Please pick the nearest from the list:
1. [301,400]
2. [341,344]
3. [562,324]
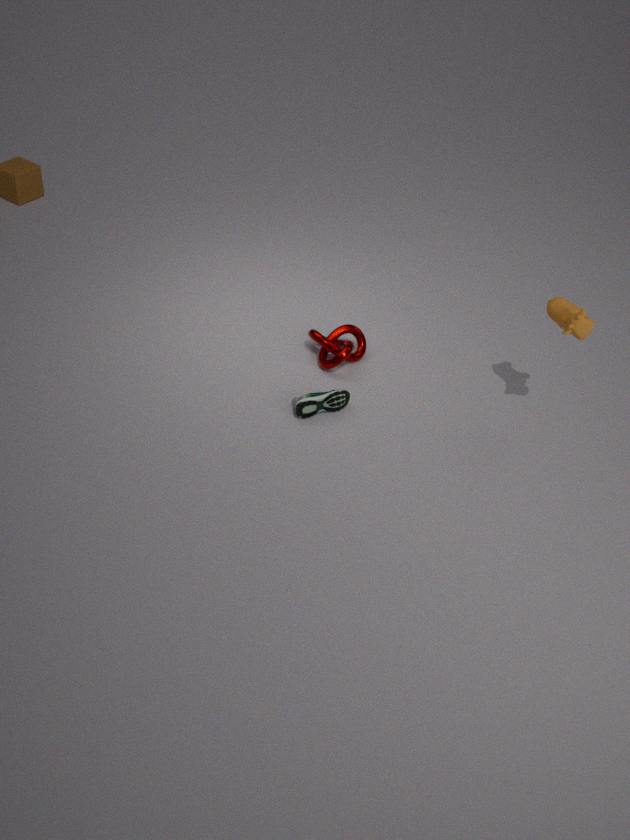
[562,324]
